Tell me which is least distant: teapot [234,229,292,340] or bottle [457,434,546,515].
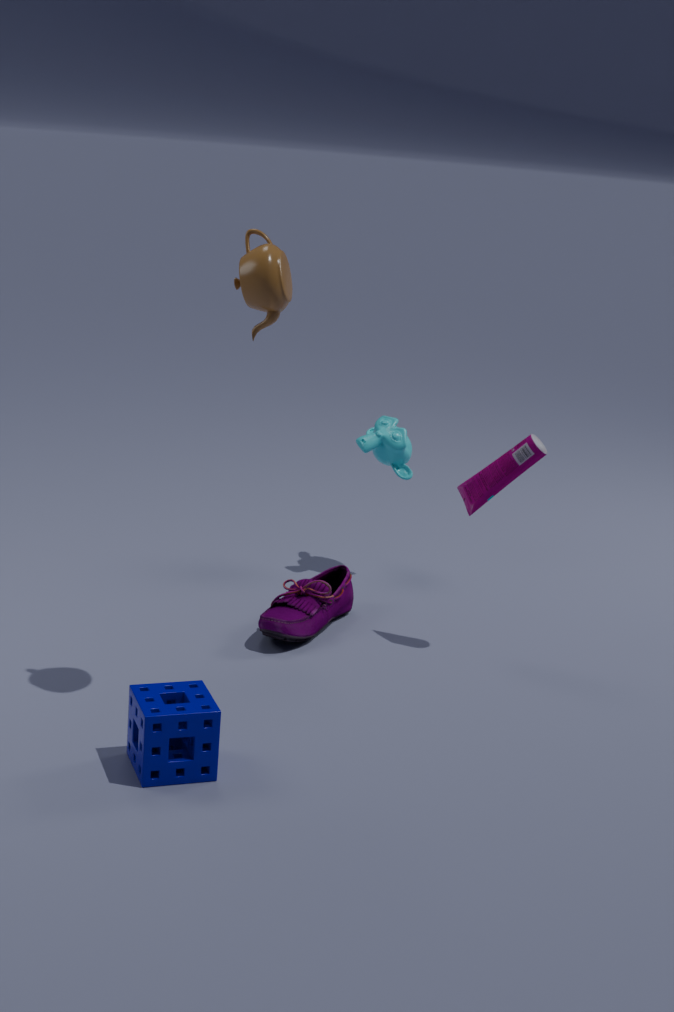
teapot [234,229,292,340]
